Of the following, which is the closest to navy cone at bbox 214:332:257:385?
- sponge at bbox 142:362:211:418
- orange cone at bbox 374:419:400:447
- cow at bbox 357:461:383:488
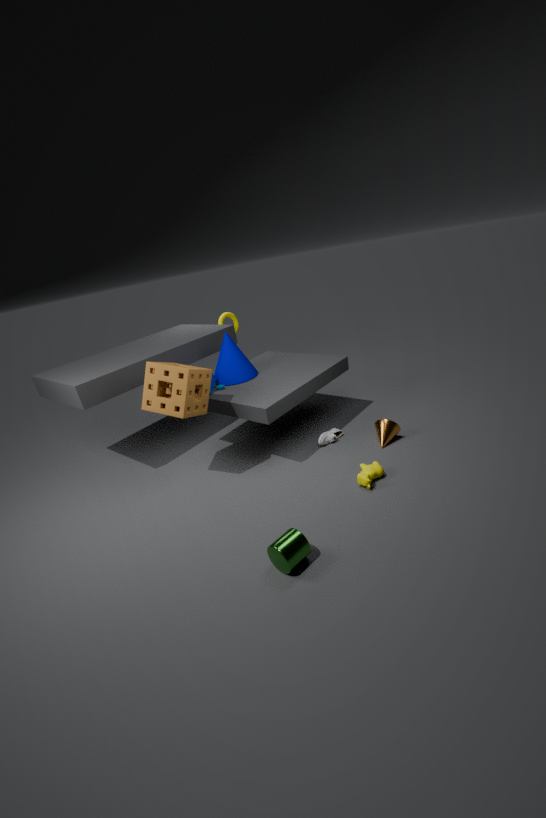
sponge at bbox 142:362:211:418
